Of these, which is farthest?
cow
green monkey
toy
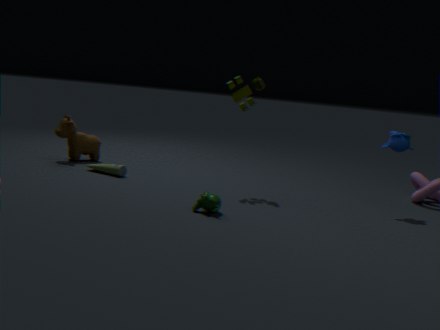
cow
